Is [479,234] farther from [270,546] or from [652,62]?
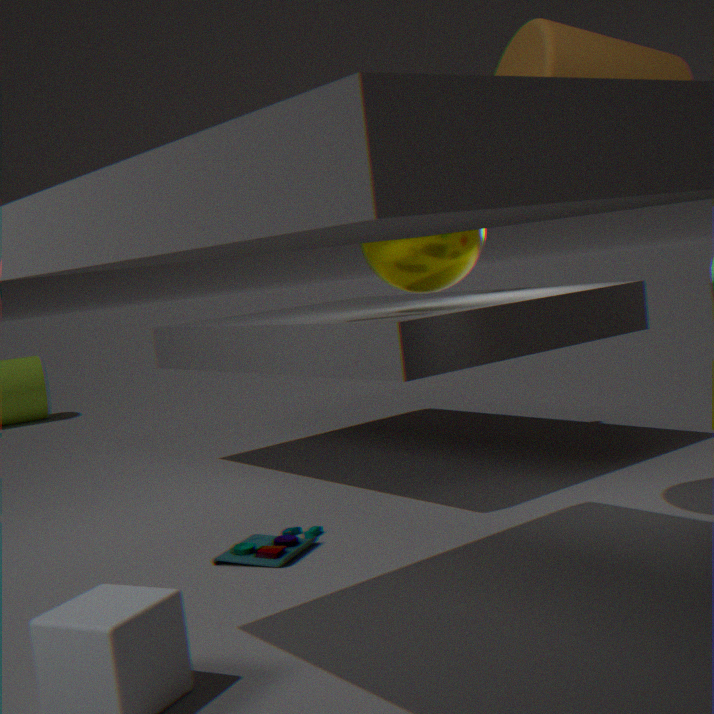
[270,546]
